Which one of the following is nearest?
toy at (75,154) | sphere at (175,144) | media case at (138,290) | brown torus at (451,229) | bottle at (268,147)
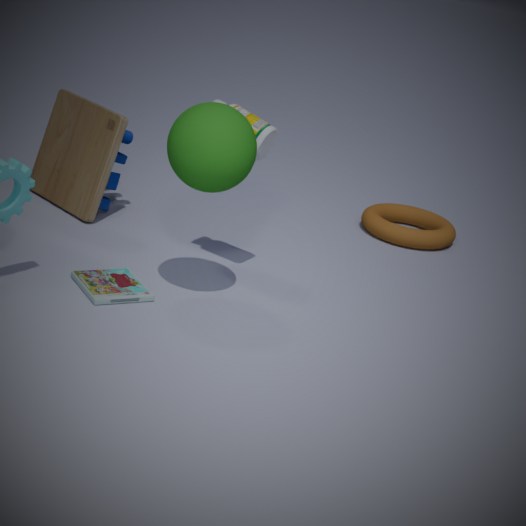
sphere at (175,144)
